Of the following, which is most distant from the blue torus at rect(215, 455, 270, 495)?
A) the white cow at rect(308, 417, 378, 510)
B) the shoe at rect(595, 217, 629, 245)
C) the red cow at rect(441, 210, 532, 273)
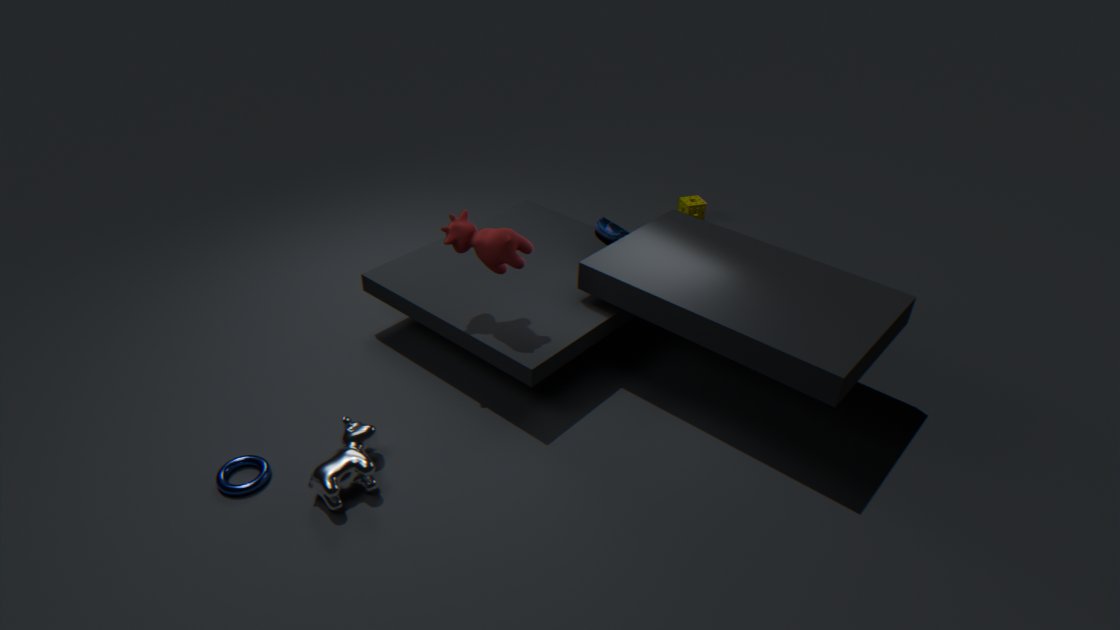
the shoe at rect(595, 217, 629, 245)
